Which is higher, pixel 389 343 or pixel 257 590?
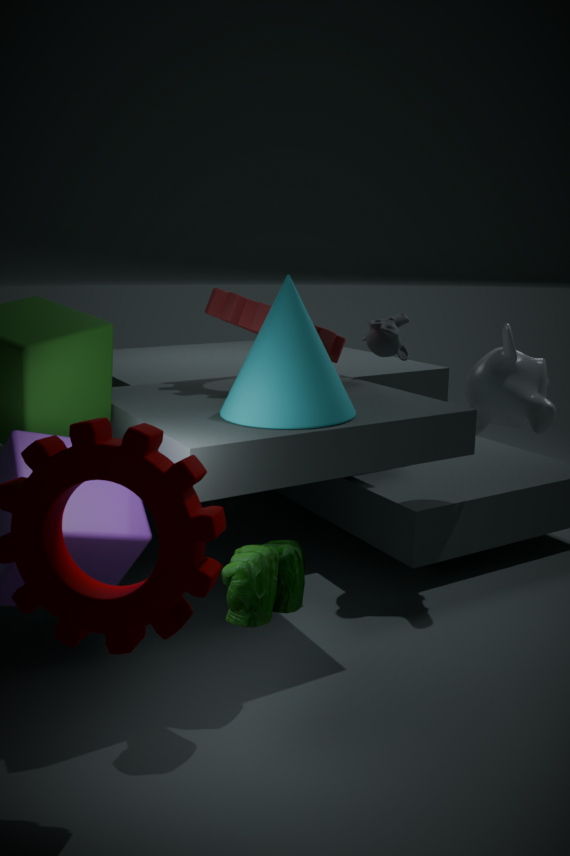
pixel 389 343
